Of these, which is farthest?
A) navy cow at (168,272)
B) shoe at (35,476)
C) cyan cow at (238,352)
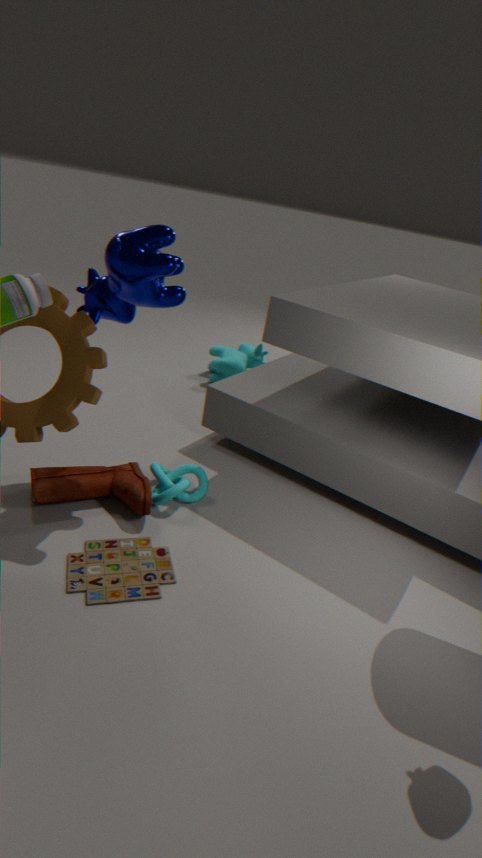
cyan cow at (238,352)
